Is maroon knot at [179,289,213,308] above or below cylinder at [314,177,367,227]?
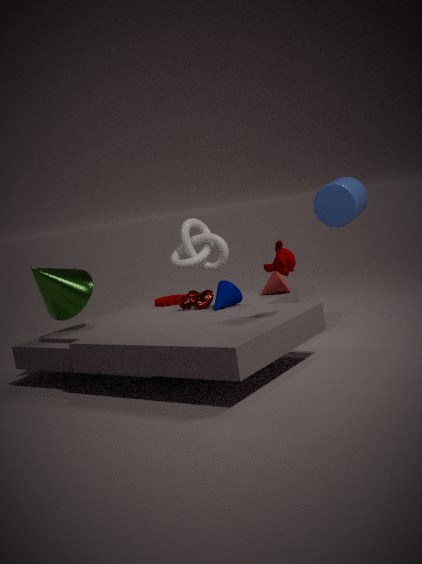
below
